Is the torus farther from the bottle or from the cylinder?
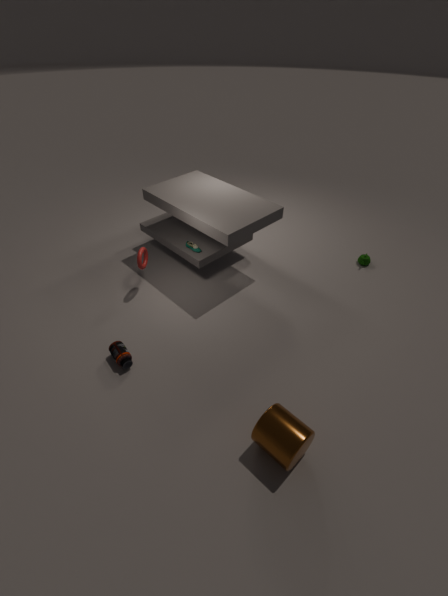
the cylinder
